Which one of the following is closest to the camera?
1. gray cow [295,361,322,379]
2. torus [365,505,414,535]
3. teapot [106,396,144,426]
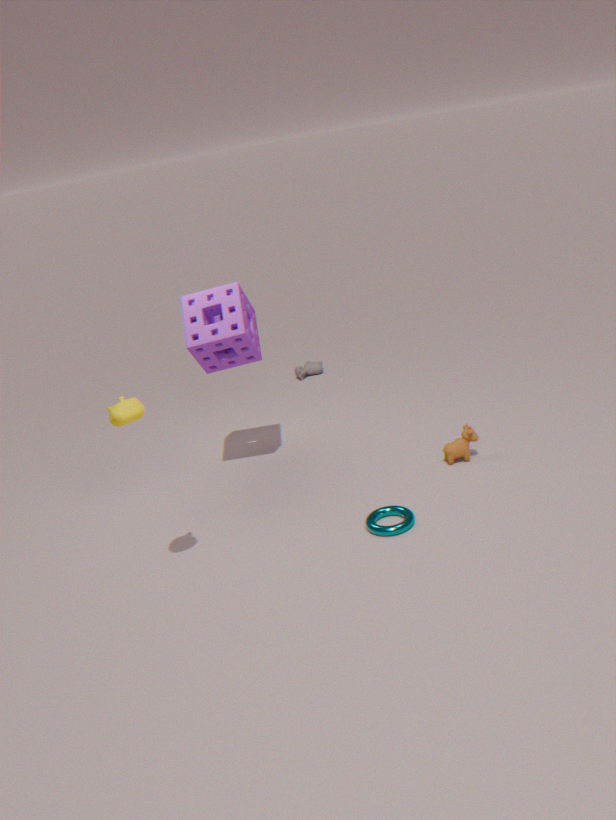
teapot [106,396,144,426]
